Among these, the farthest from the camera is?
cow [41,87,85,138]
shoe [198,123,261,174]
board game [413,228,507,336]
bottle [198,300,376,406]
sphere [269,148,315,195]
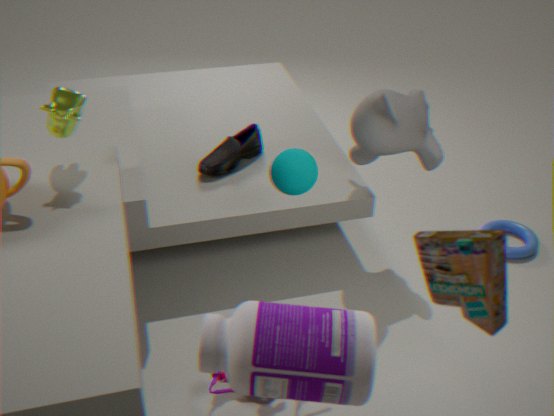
shoe [198,123,261,174]
